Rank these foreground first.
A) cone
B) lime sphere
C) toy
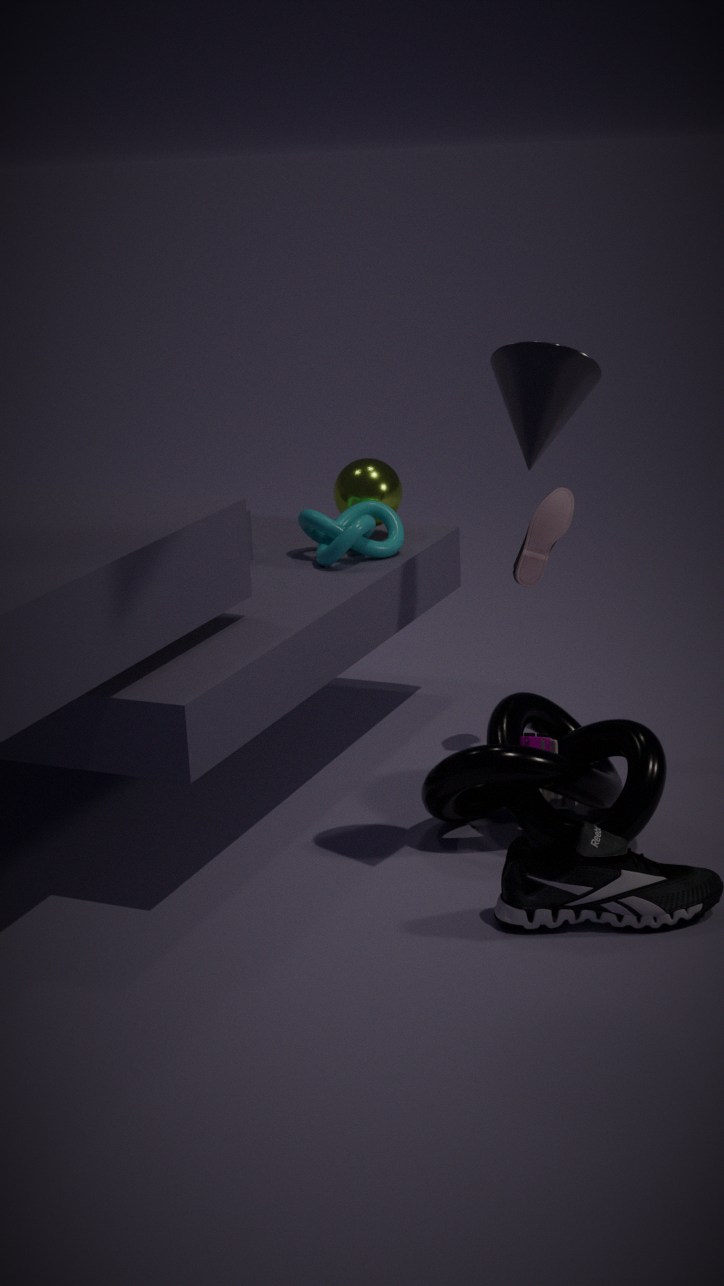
A. cone
C. toy
B. lime sphere
